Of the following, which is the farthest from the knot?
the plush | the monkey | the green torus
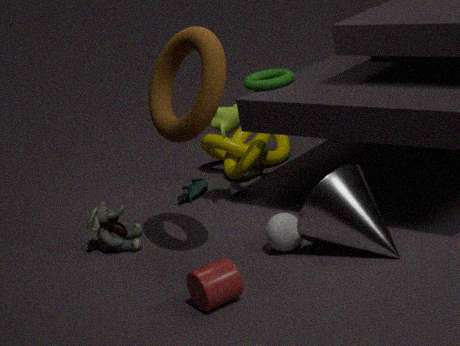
the plush
